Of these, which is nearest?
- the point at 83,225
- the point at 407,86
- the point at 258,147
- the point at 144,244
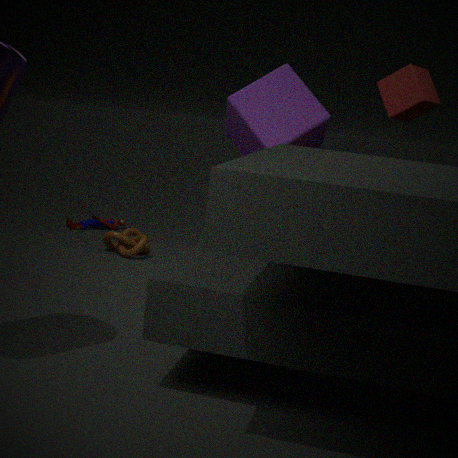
the point at 407,86
